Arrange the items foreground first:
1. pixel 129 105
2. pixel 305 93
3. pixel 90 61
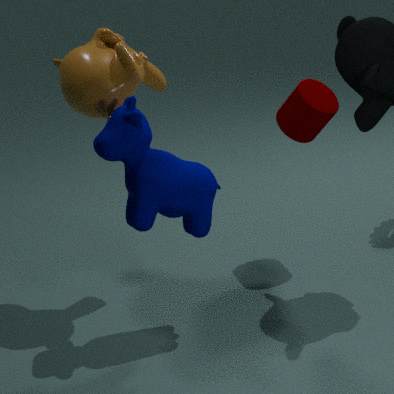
pixel 129 105 < pixel 90 61 < pixel 305 93
